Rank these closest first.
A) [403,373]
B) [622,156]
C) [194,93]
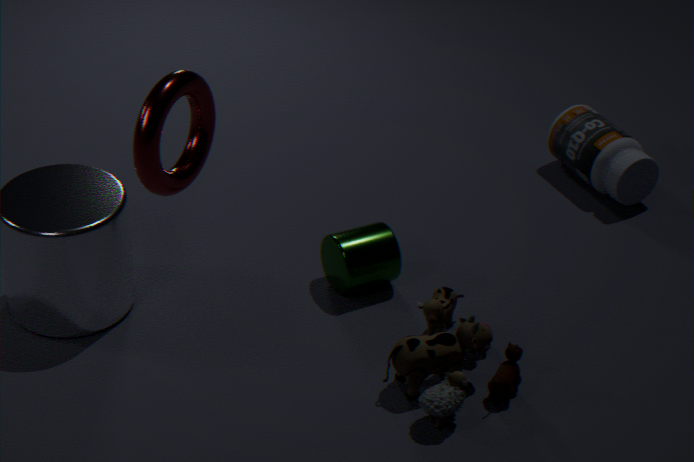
[194,93] < [403,373] < [622,156]
